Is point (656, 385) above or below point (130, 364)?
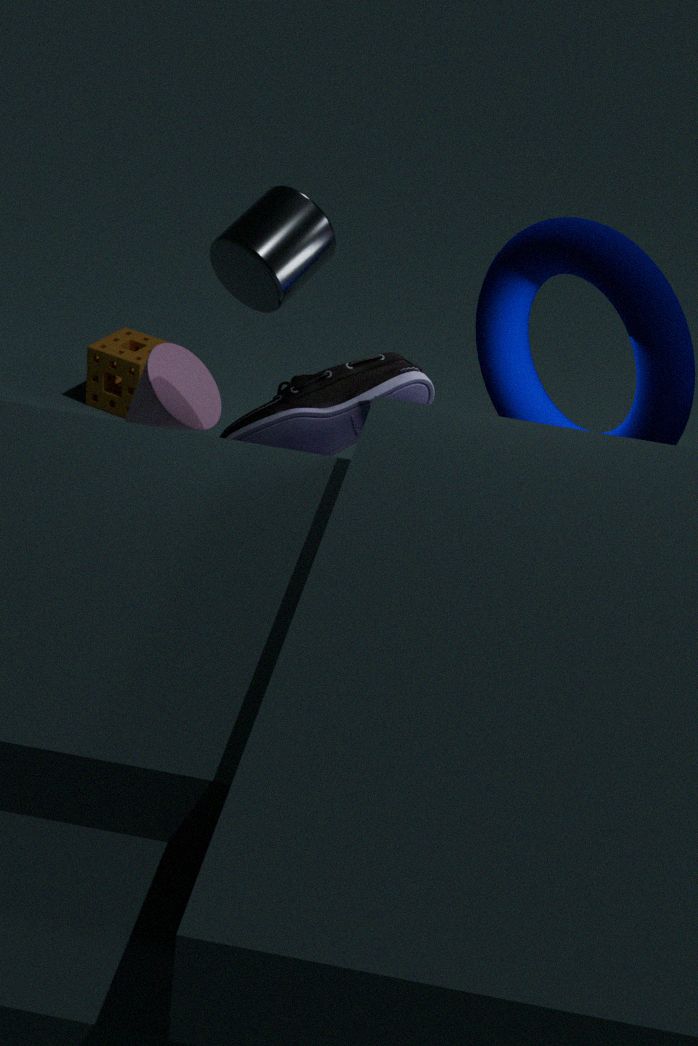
above
